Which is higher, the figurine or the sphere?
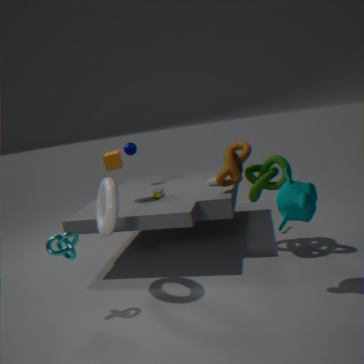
the sphere
